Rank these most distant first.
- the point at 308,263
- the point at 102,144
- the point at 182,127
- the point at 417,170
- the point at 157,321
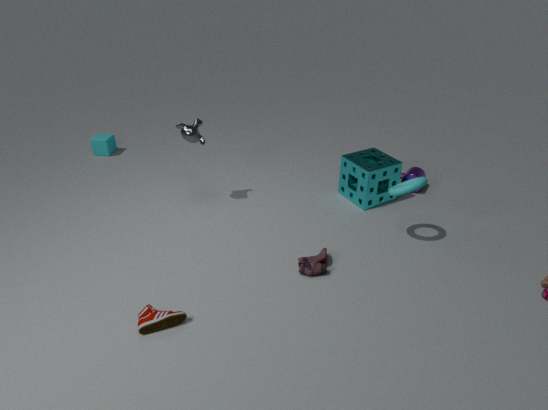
1. the point at 102,144
2. the point at 417,170
3. the point at 182,127
4. the point at 308,263
5. the point at 157,321
